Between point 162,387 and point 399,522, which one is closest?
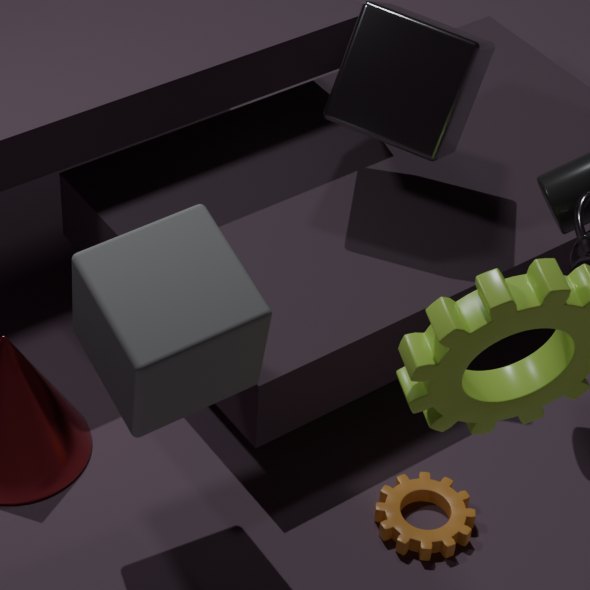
point 162,387
